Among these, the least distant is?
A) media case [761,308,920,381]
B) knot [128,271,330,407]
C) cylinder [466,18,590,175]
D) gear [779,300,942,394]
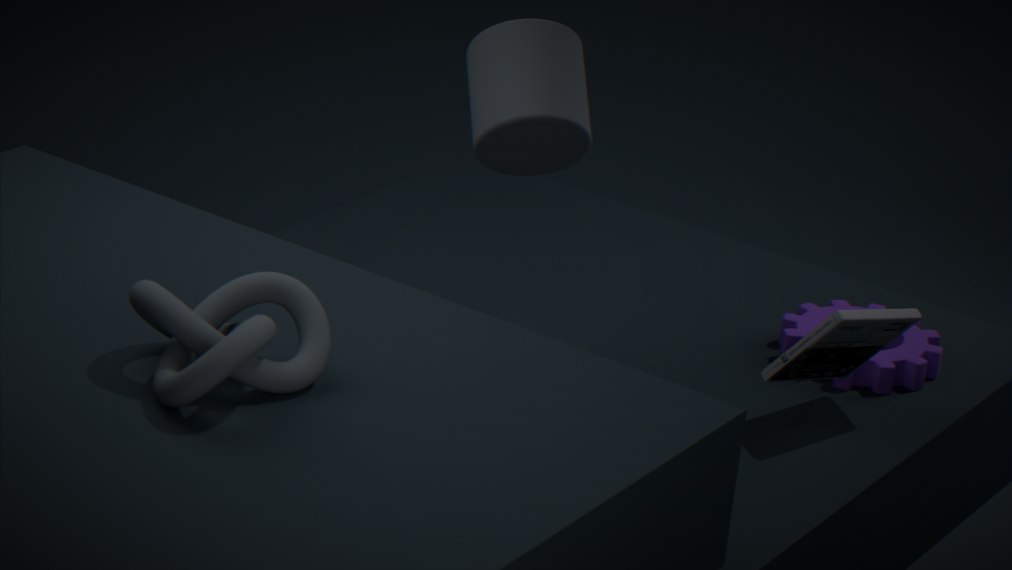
knot [128,271,330,407]
